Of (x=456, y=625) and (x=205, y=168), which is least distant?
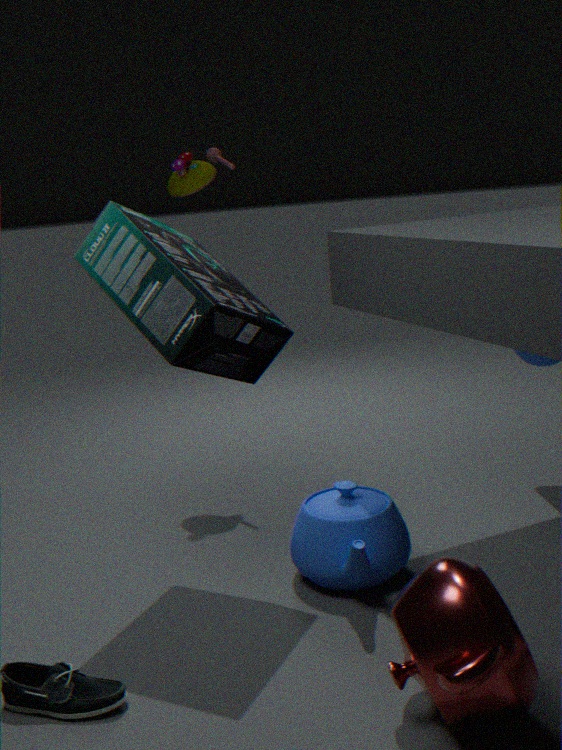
(x=456, y=625)
